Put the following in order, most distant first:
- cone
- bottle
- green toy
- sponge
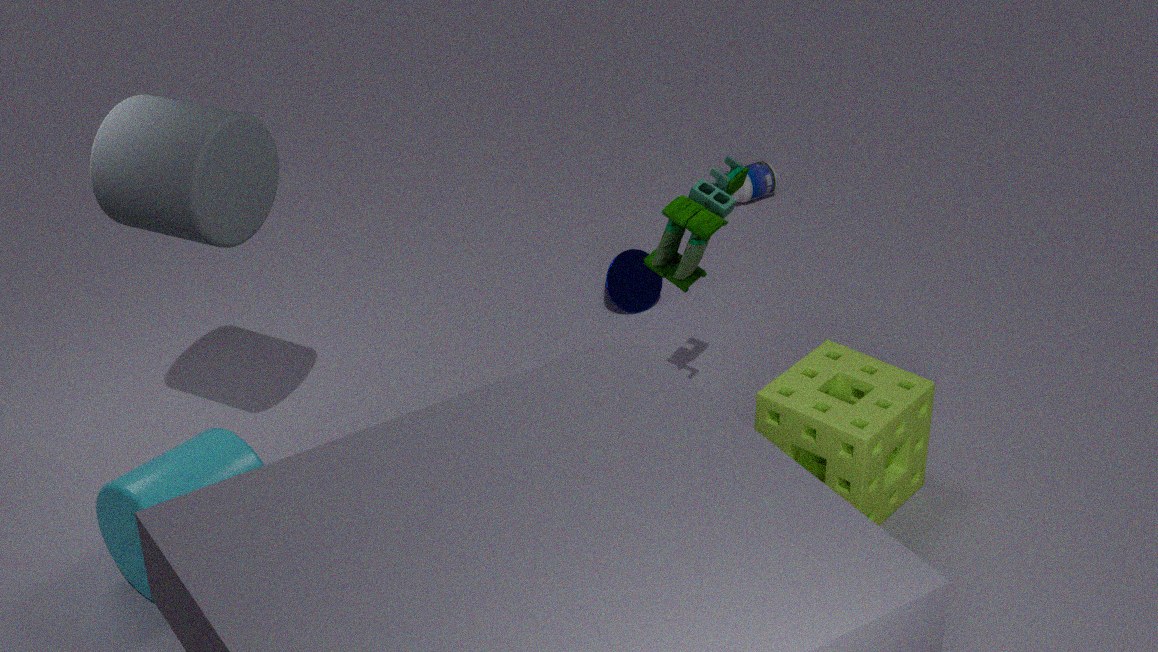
bottle → cone → sponge → green toy
